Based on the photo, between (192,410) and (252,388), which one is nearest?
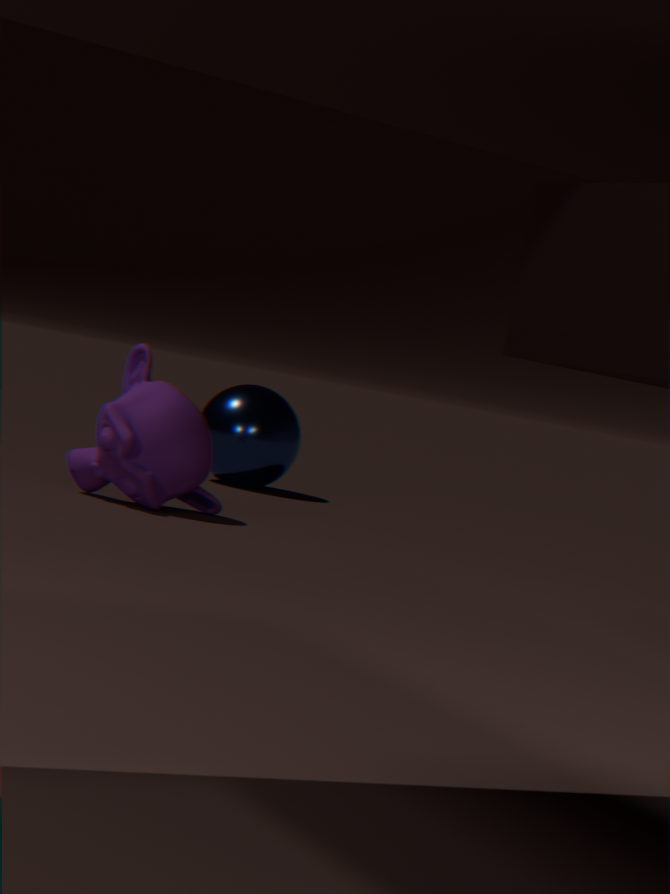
(192,410)
